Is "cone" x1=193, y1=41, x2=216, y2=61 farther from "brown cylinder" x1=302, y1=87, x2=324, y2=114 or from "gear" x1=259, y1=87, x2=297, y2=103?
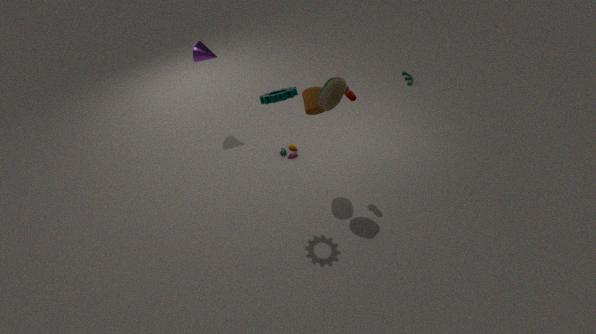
"gear" x1=259, y1=87, x2=297, y2=103
